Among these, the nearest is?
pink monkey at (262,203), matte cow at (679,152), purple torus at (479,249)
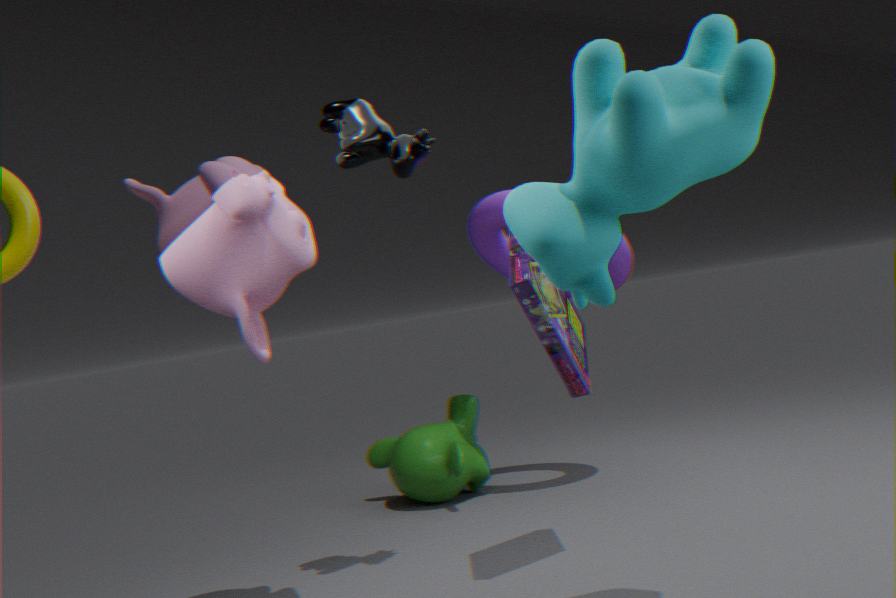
matte cow at (679,152)
